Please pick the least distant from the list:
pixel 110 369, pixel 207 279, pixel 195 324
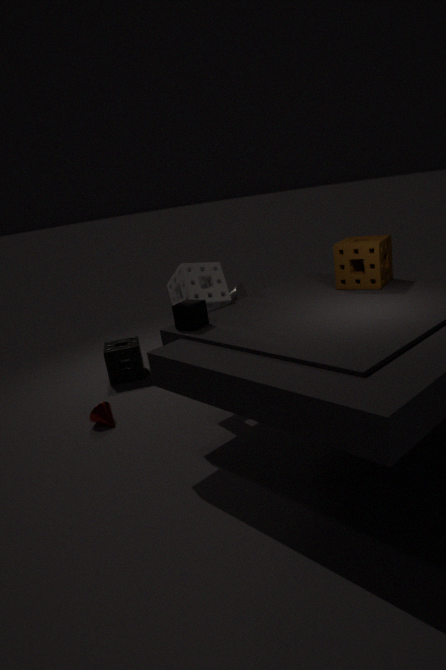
pixel 195 324
